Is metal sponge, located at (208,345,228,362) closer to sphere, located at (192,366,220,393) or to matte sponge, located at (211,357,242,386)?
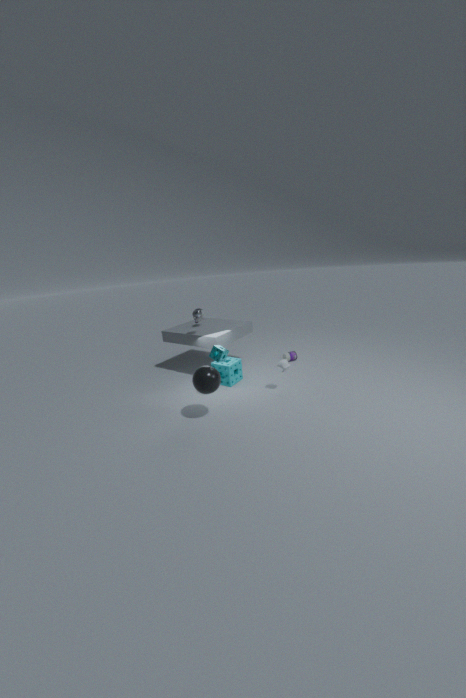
sphere, located at (192,366,220,393)
